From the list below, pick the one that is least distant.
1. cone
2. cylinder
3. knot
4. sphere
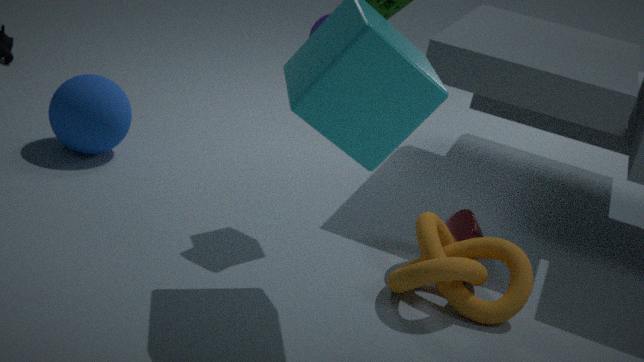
knot
